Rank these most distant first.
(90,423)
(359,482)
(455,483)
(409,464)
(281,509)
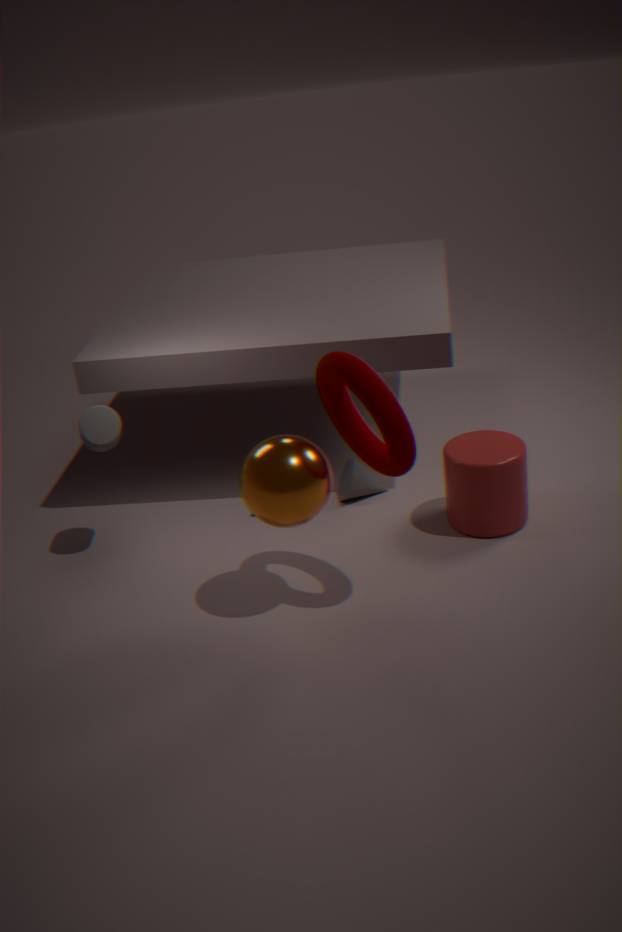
(359,482), (455,483), (90,423), (281,509), (409,464)
